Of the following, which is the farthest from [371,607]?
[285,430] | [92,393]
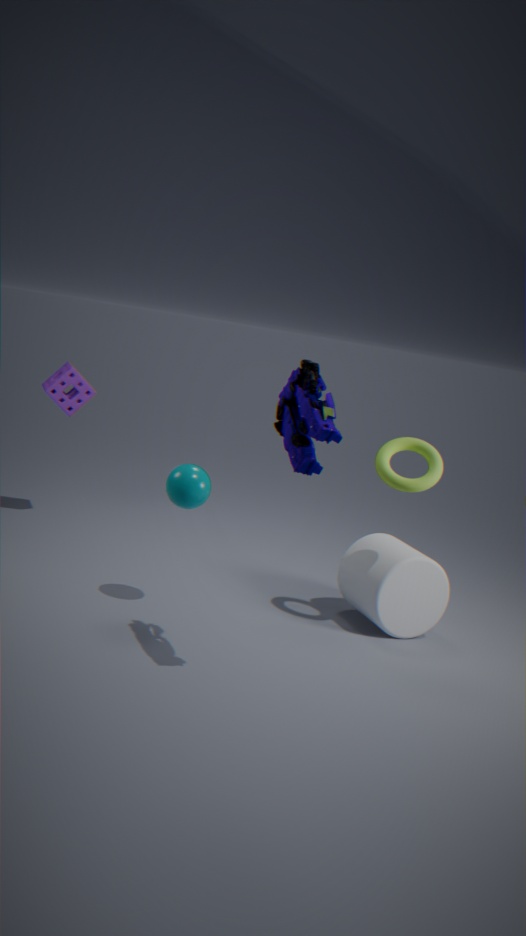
[92,393]
